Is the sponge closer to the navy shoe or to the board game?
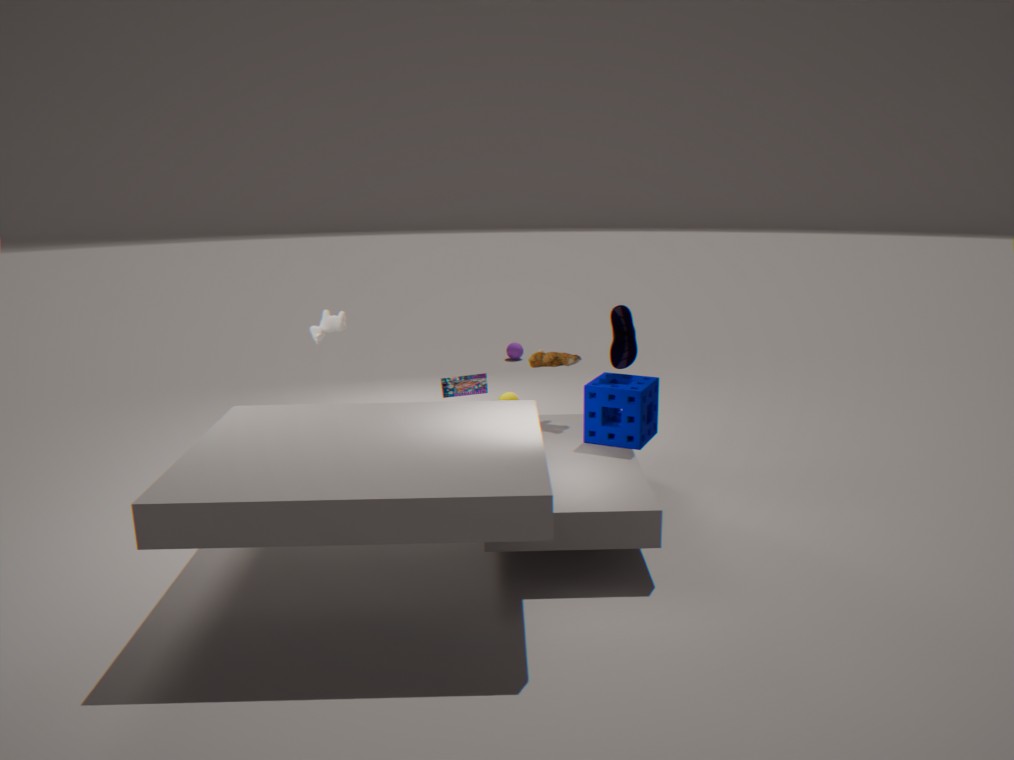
the navy shoe
